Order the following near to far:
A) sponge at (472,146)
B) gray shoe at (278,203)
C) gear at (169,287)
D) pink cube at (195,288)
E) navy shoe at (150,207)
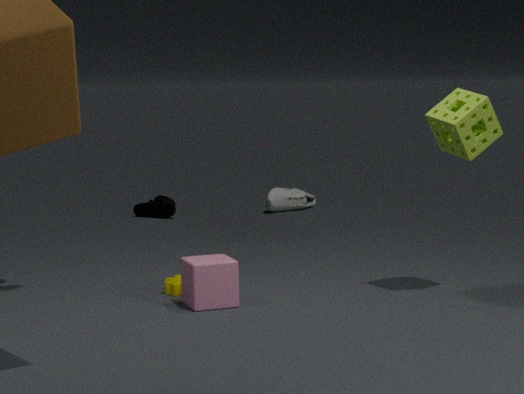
1. pink cube at (195,288)
2. sponge at (472,146)
3. gear at (169,287)
4. navy shoe at (150,207)
5. gray shoe at (278,203)
